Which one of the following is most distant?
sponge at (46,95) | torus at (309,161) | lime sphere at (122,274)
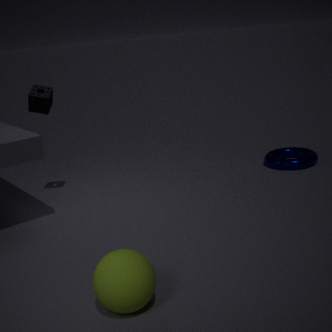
torus at (309,161)
